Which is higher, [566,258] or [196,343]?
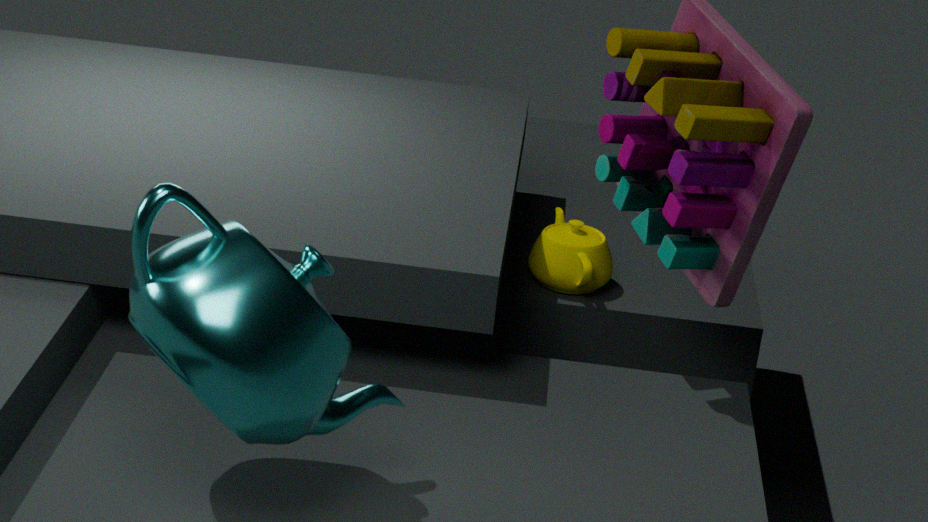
[196,343]
